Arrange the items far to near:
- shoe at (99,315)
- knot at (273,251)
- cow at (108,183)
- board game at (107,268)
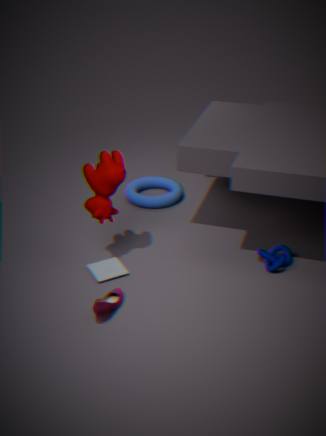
knot at (273,251), board game at (107,268), cow at (108,183), shoe at (99,315)
